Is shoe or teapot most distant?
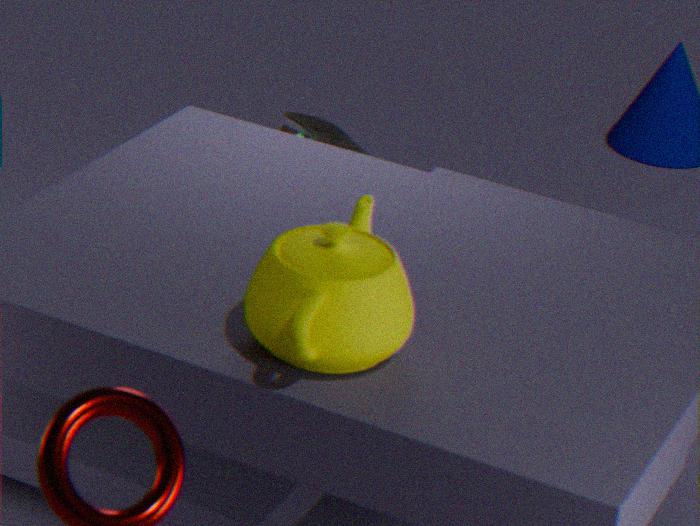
shoe
